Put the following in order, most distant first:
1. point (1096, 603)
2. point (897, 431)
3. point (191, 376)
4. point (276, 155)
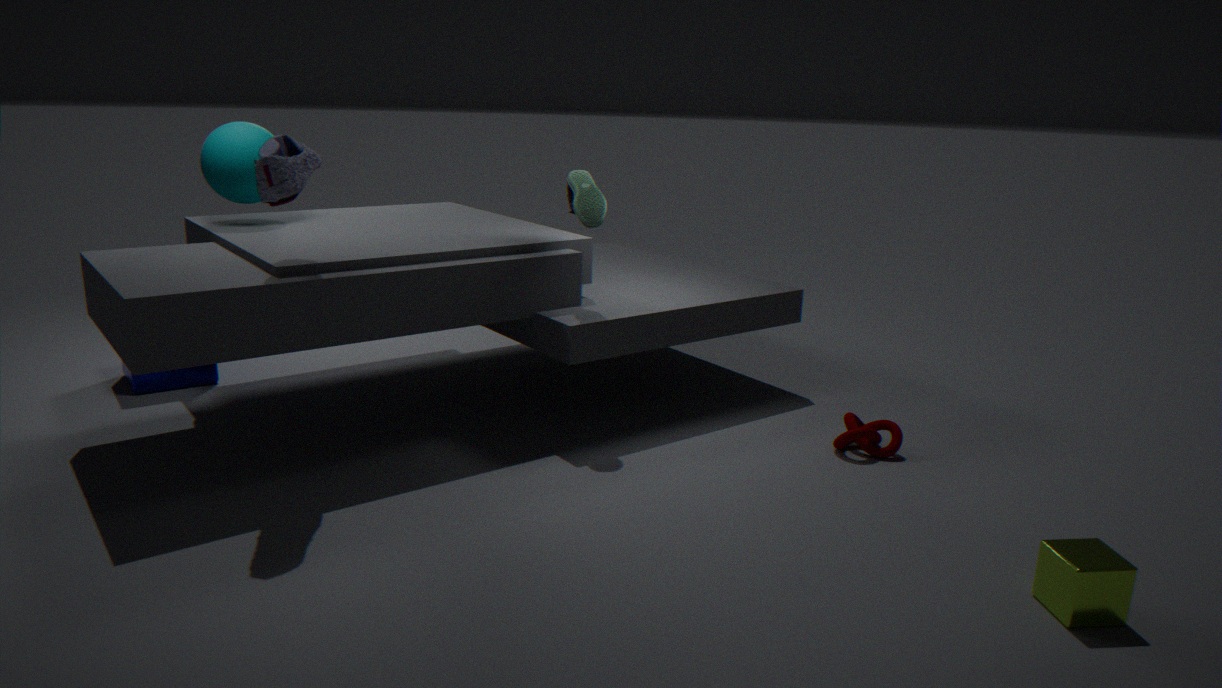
point (191, 376) < point (897, 431) < point (276, 155) < point (1096, 603)
